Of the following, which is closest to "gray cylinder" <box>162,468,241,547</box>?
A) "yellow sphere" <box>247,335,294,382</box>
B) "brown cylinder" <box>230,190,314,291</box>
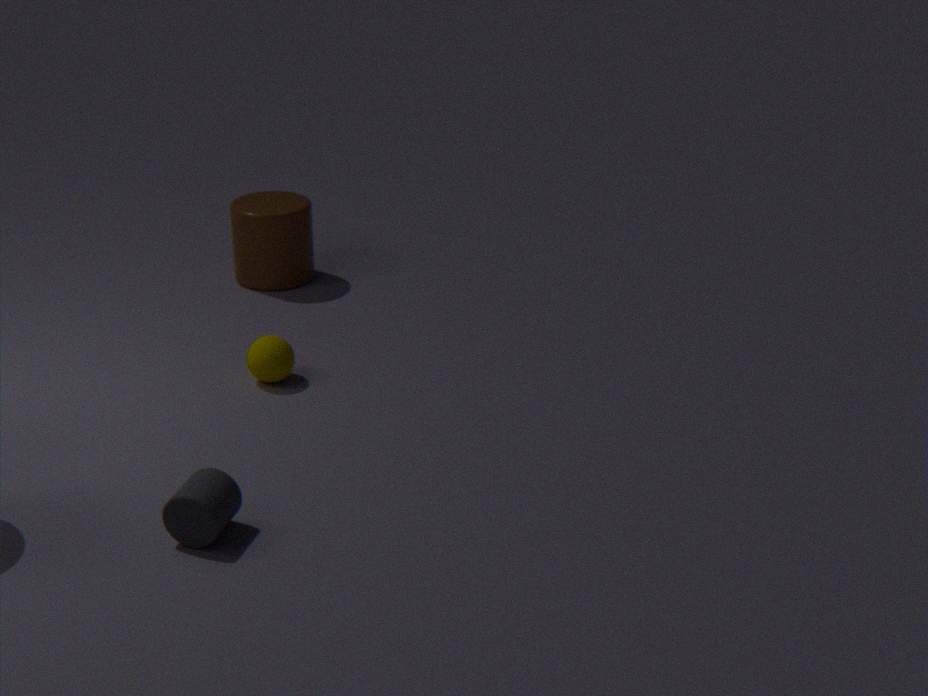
"yellow sphere" <box>247,335,294,382</box>
